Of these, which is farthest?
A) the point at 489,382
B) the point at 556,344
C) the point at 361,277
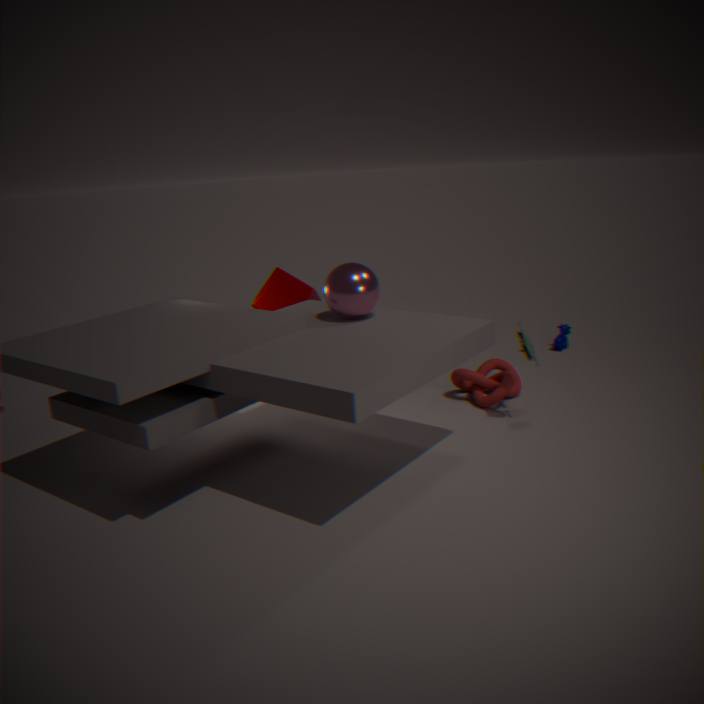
the point at 556,344
